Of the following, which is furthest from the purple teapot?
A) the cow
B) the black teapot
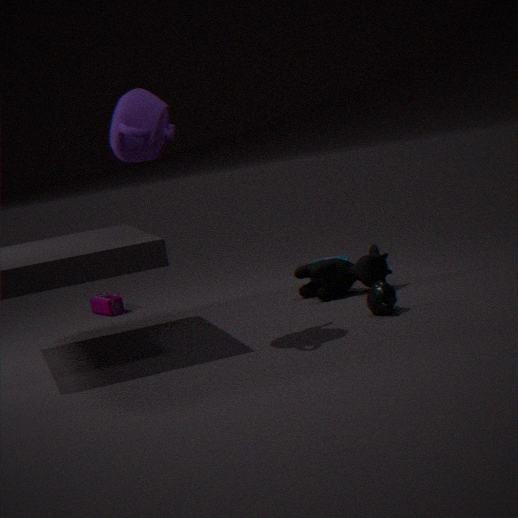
the black teapot
